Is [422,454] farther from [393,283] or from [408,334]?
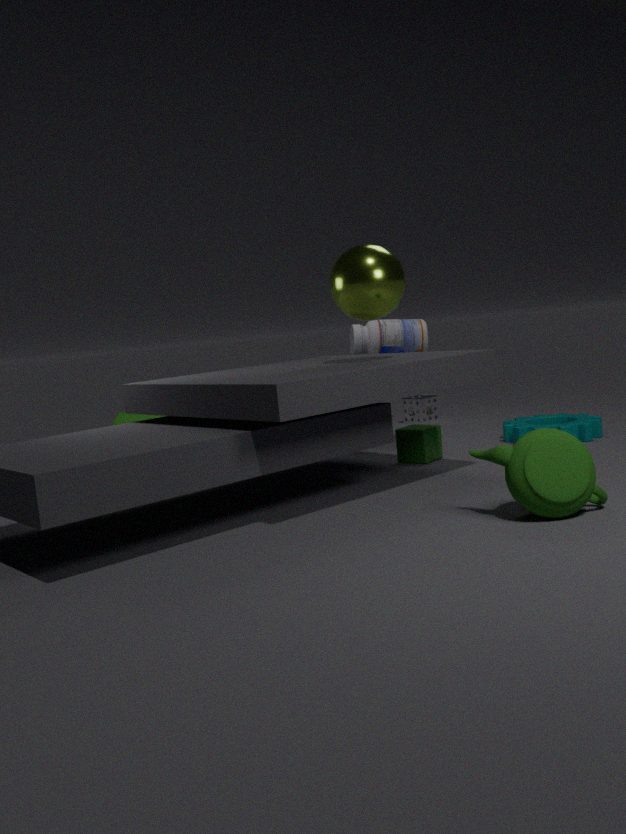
[393,283]
